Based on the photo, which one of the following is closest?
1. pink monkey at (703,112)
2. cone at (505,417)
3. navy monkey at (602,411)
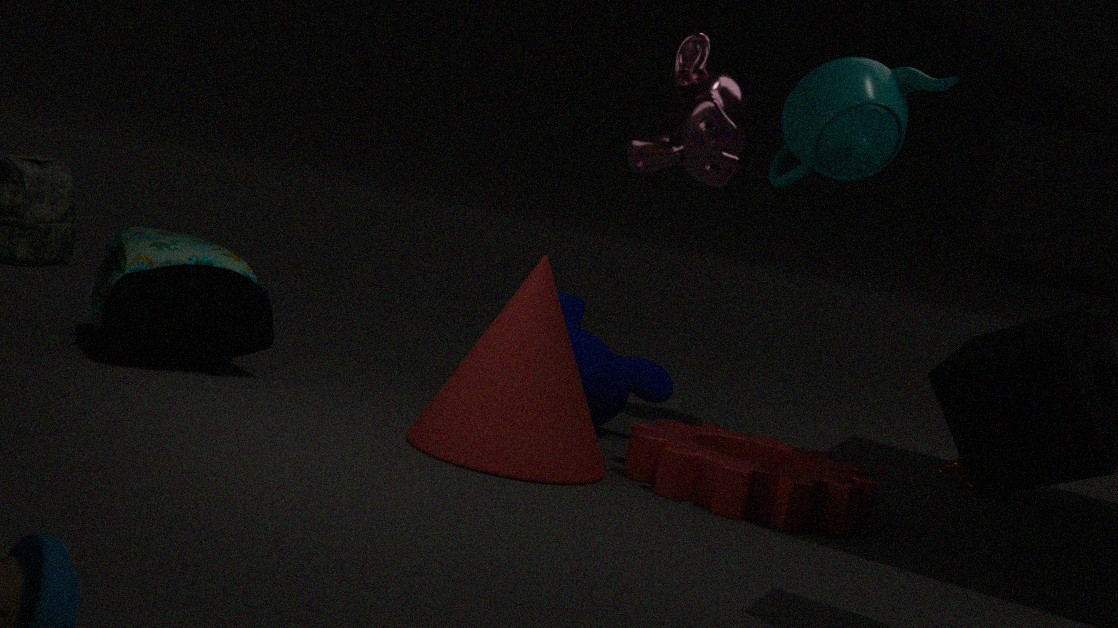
cone at (505,417)
